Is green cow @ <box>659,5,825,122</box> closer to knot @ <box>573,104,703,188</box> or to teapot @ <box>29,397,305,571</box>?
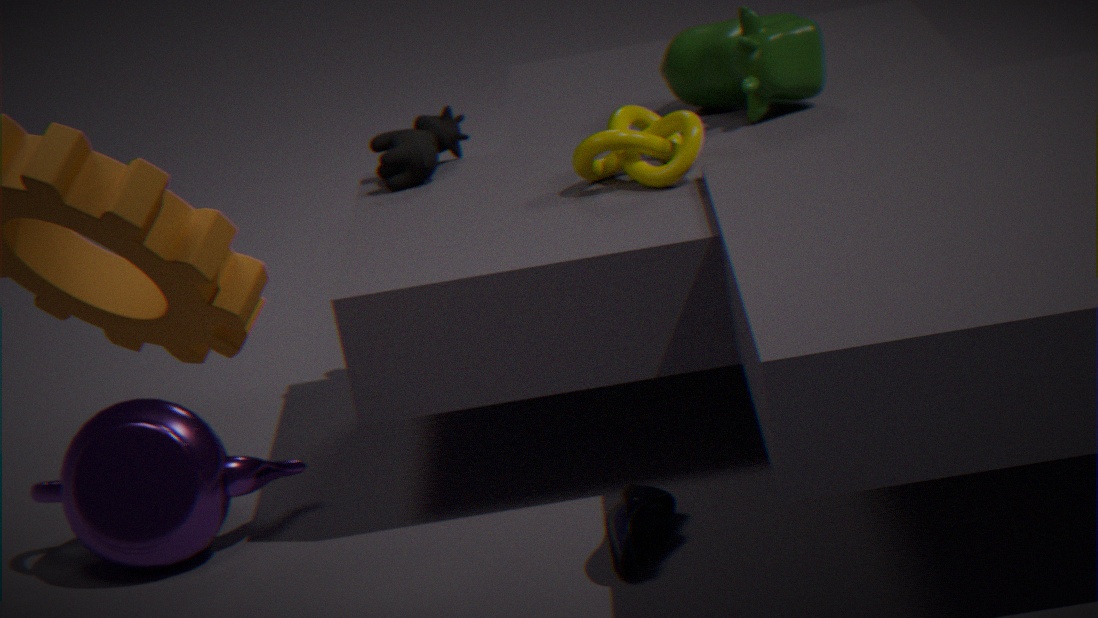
knot @ <box>573,104,703,188</box>
